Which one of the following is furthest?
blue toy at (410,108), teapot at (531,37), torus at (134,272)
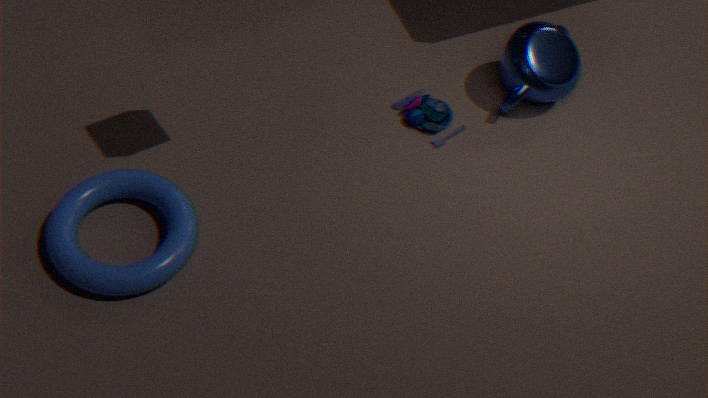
blue toy at (410,108)
